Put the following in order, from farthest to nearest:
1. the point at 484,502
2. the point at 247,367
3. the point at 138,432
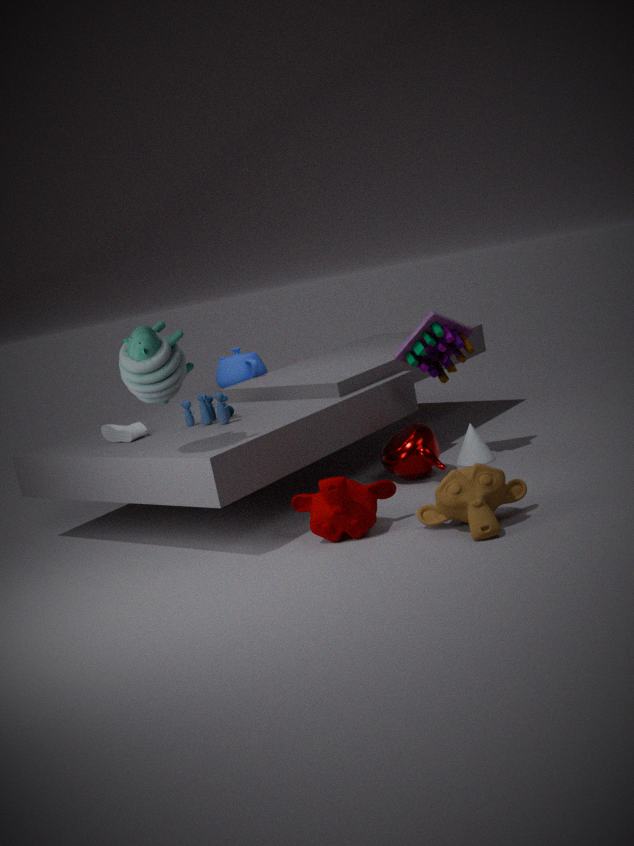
1. the point at 247,367
2. the point at 138,432
3. the point at 484,502
